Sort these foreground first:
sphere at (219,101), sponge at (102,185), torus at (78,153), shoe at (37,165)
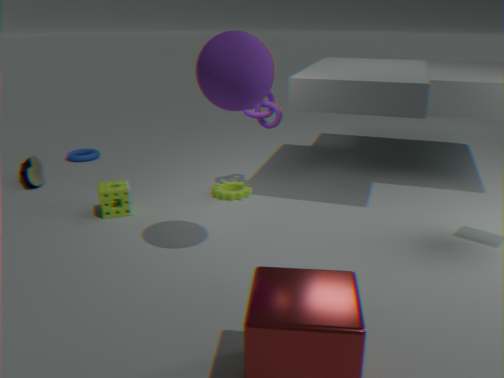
1. sphere at (219,101)
2. sponge at (102,185)
3. shoe at (37,165)
4. torus at (78,153)
